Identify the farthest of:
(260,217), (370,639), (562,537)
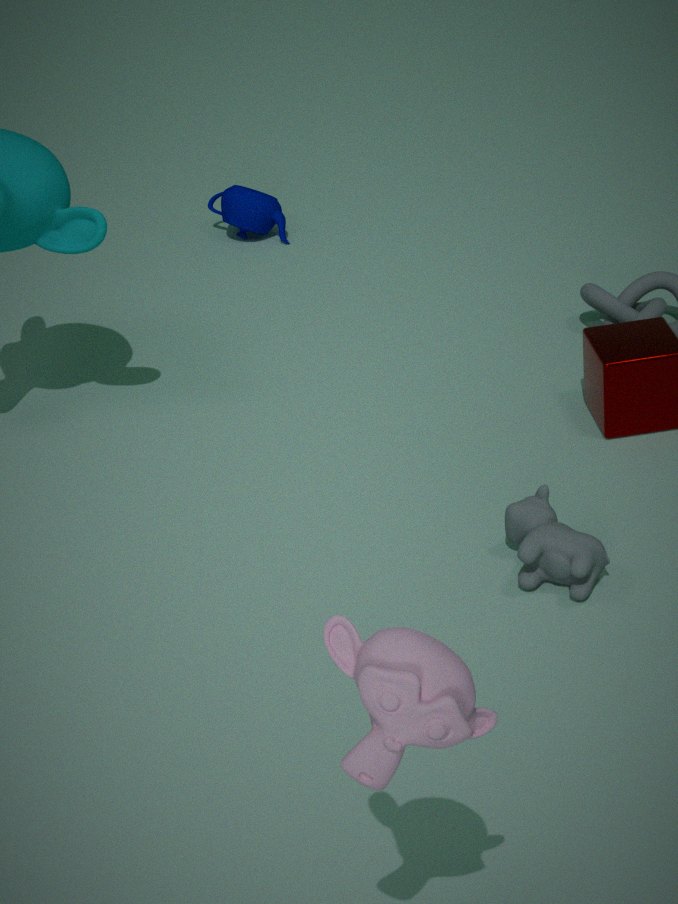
(260,217)
